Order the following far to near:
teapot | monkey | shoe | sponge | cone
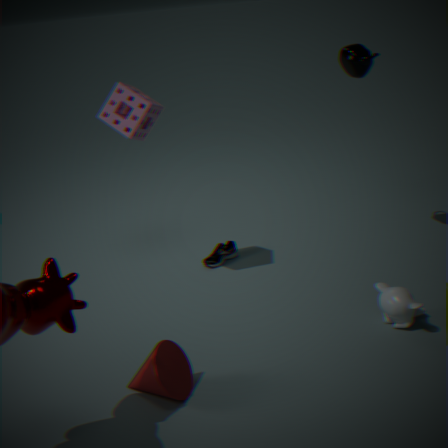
shoe → teapot → sponge → monkey → cone
